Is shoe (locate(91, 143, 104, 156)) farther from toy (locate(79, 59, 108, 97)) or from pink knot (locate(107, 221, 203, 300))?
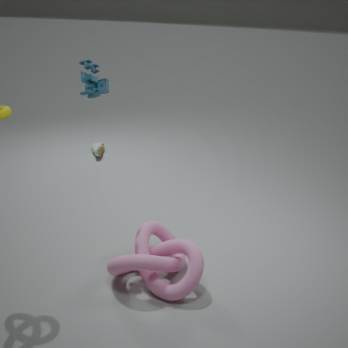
pink knot (locate(107, 221, 203, 300))
